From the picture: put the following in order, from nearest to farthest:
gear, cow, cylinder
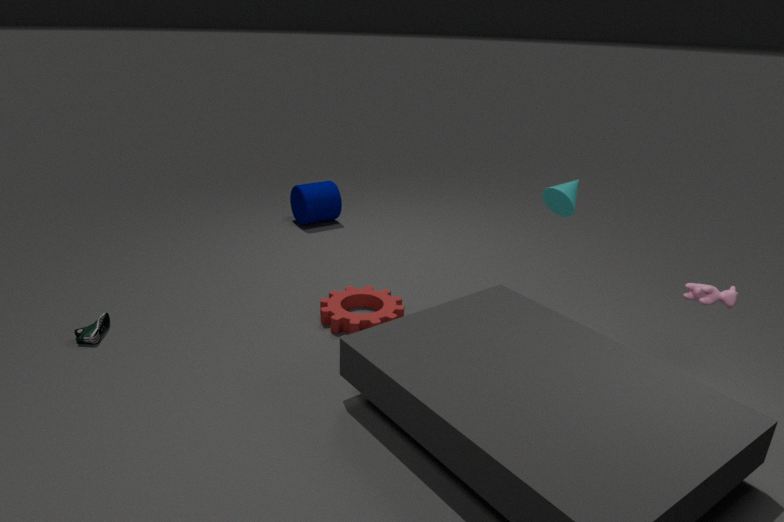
cow, gear, cylinder
